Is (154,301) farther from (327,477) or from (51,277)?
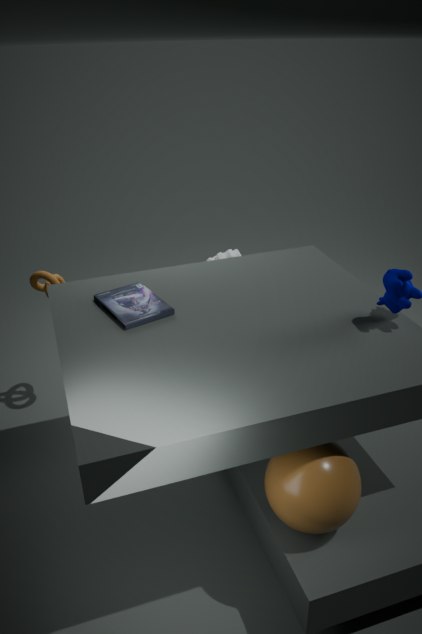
(327,477)
